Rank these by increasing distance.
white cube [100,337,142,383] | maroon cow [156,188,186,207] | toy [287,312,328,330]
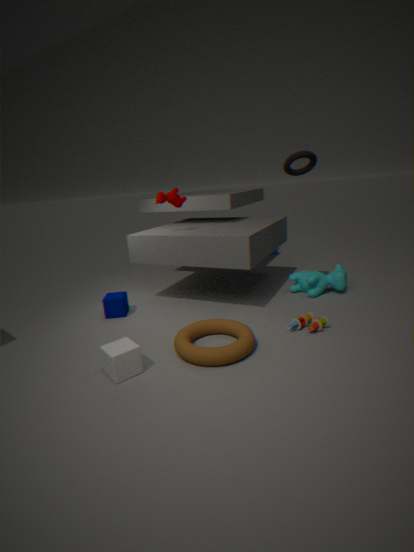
white cube [100,337,142,383], toy [287,312,328,330], maroon cow [156,188,186,207]
